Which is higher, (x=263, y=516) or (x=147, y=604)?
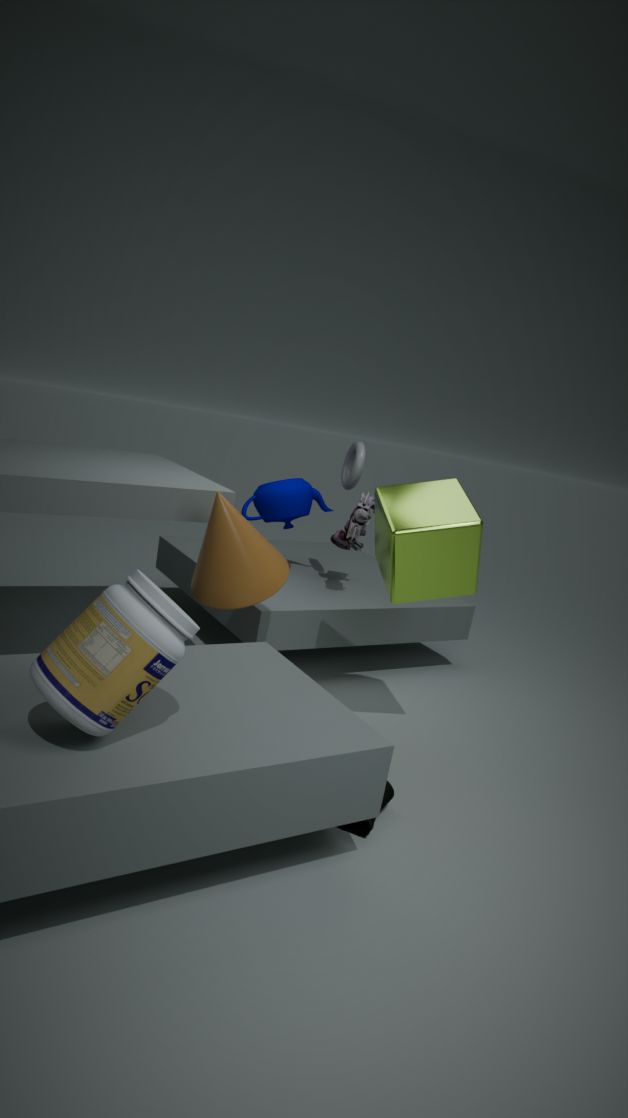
(x=263, y=516)
